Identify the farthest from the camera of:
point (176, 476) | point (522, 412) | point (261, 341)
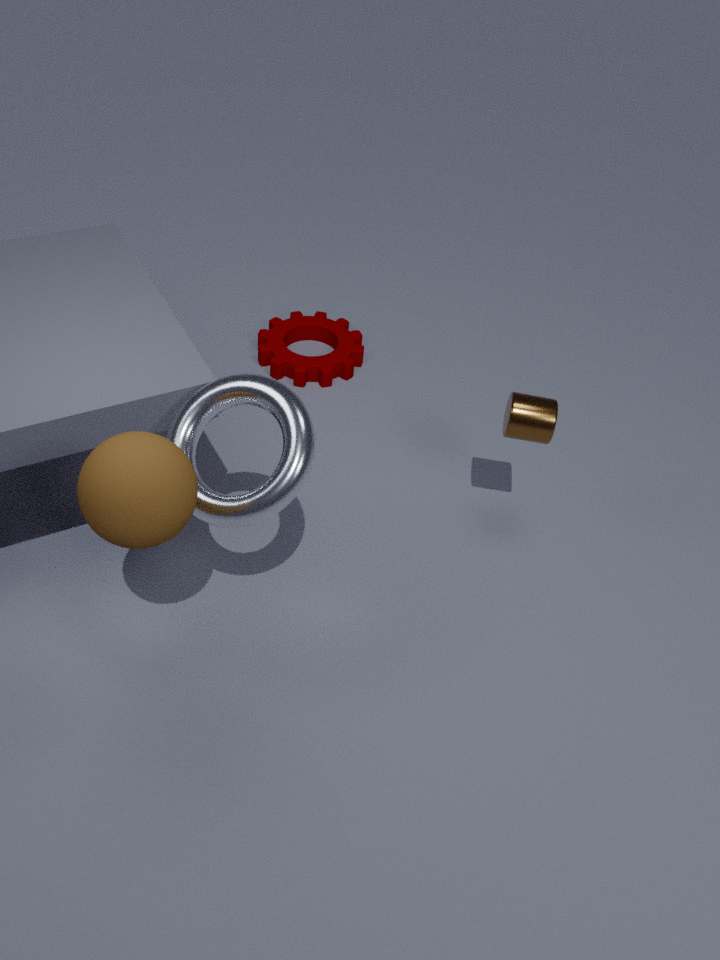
point (261, 341)
